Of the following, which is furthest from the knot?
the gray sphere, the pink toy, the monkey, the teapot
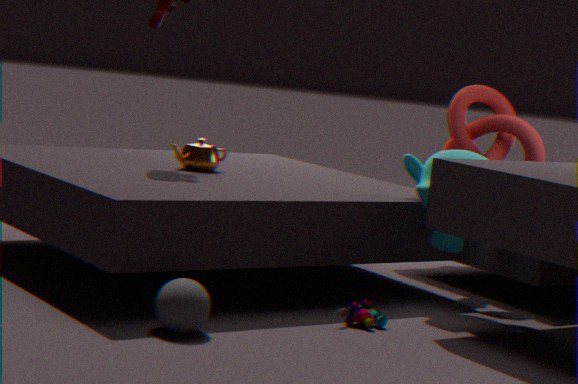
the gray sphere
